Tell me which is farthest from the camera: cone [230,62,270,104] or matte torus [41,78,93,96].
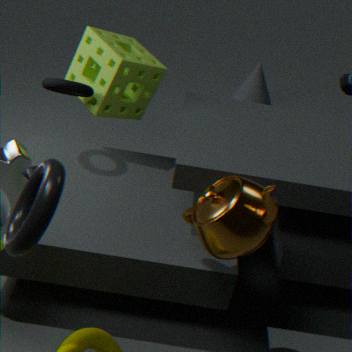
cone [230,62,270,104]
